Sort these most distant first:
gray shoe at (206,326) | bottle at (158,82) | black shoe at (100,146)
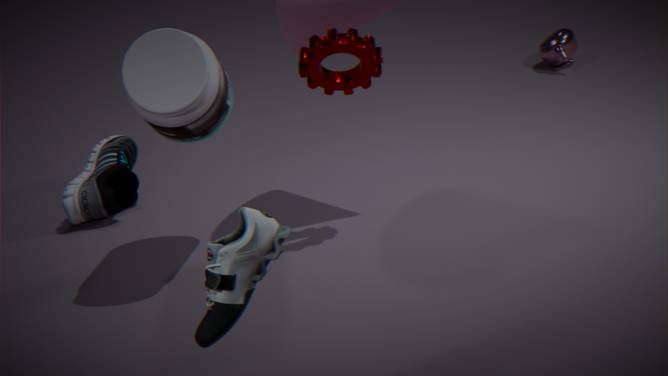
black shoe at (100,146), bottle at (158,82), gray shoe at (206,326)
